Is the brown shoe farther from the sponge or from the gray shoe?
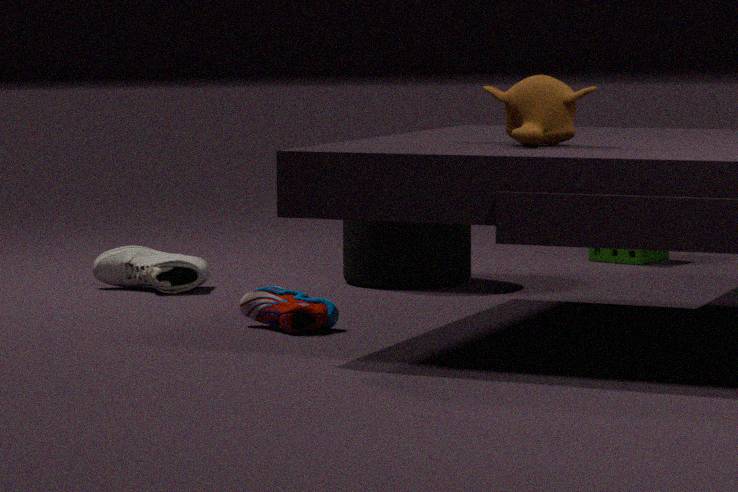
the sponge
